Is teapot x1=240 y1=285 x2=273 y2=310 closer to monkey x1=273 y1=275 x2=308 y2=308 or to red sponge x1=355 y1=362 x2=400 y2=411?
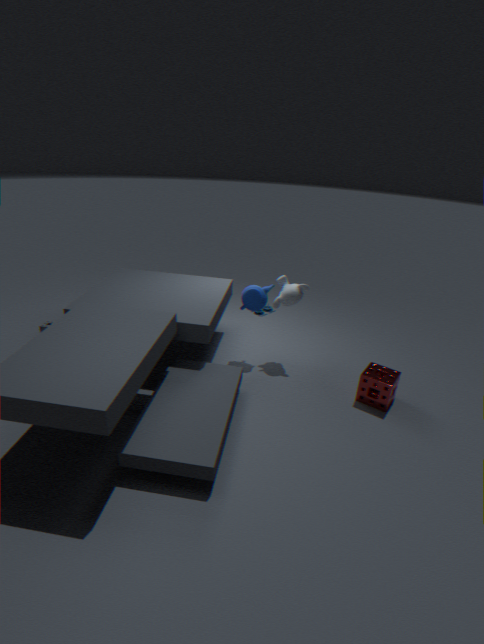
monkey x1=273 y1=275 x2=308 y2=308
